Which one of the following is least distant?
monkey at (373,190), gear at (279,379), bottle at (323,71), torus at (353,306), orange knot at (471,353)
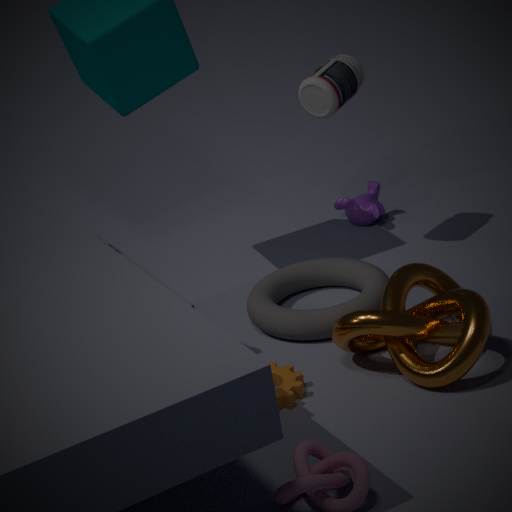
orange knot at (471,353)
